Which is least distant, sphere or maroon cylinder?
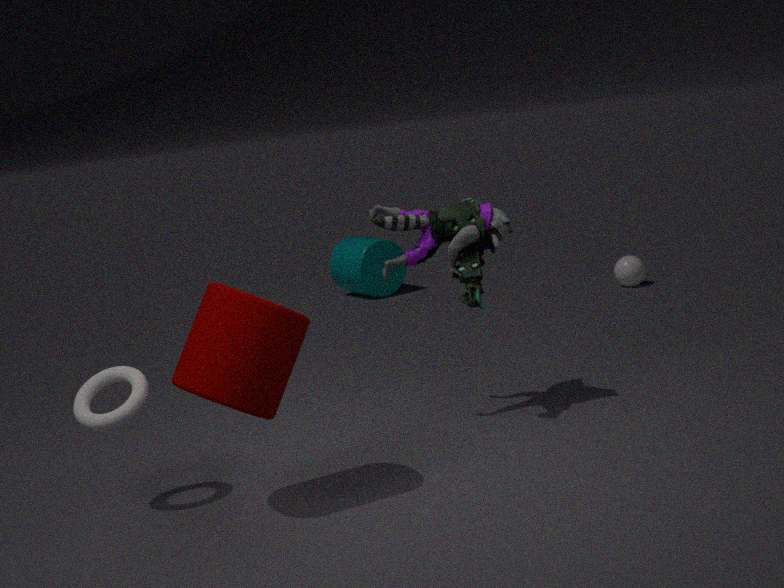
maroon cylinder
